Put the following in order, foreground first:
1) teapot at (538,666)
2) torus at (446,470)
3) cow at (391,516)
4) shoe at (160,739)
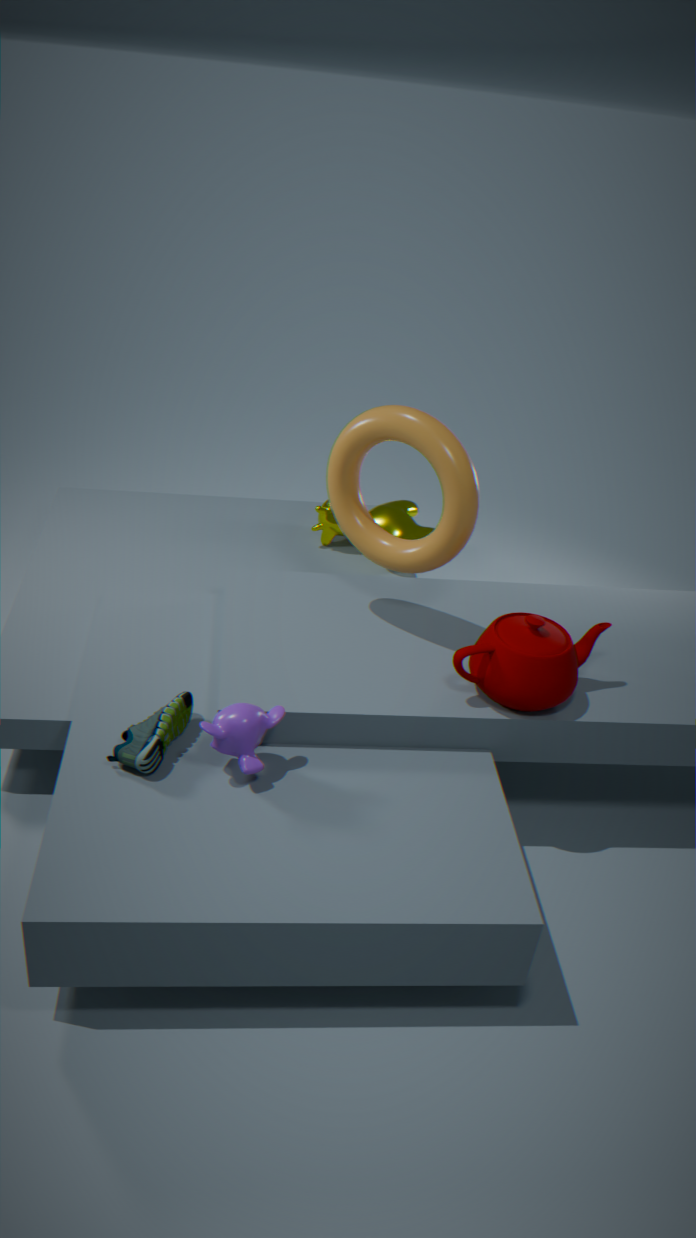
4, 1, 2, 3
